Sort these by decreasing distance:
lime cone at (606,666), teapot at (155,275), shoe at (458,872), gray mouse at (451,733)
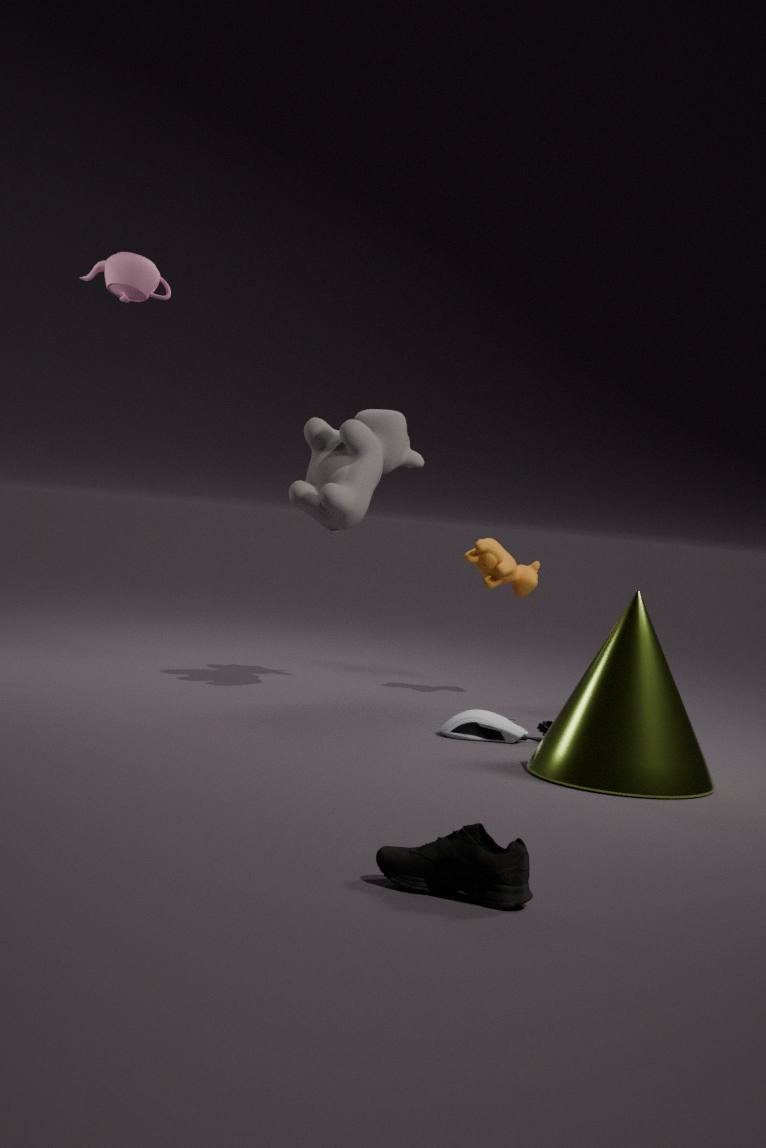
teapot at (155,275) < gray mouse at (451,733) < lime cone at (606,666) < shoe at (458,872)
